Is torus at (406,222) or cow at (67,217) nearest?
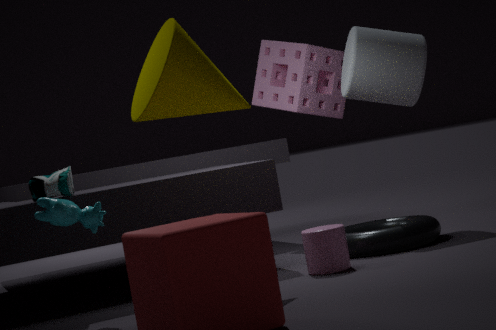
cow at (67,217)
